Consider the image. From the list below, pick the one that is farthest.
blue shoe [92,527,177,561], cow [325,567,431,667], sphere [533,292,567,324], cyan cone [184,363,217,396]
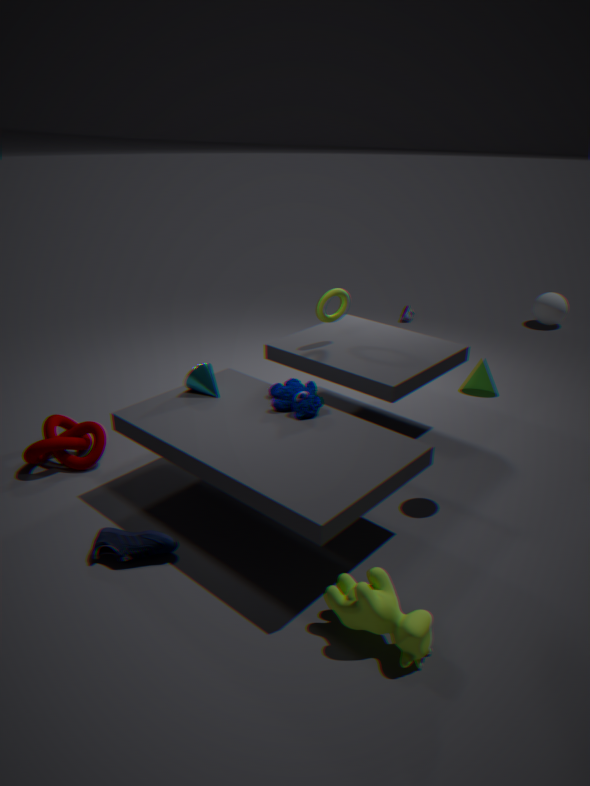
sphere [533,292,567,324]
